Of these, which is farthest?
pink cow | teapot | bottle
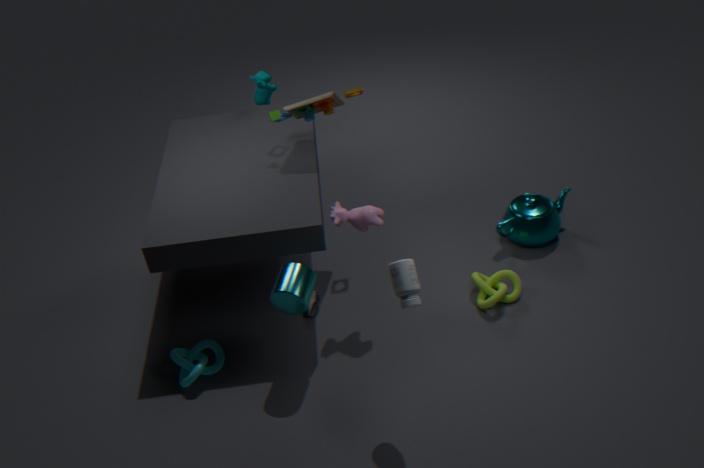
teapot
